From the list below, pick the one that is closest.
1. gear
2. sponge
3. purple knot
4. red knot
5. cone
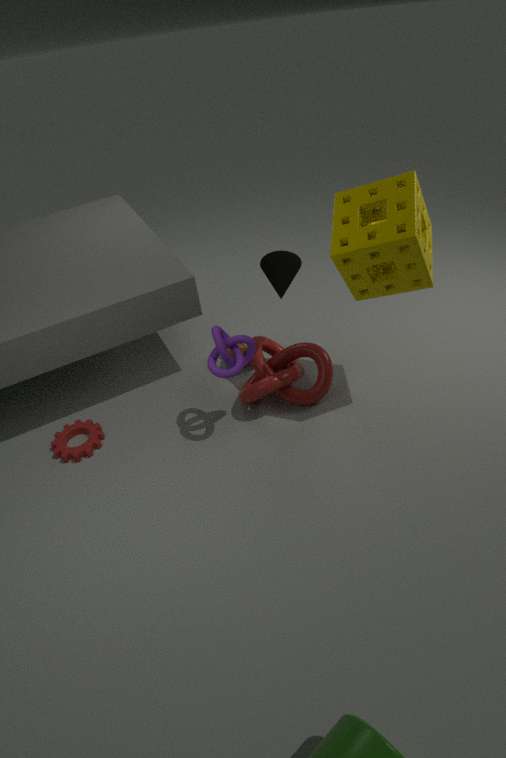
sponge
